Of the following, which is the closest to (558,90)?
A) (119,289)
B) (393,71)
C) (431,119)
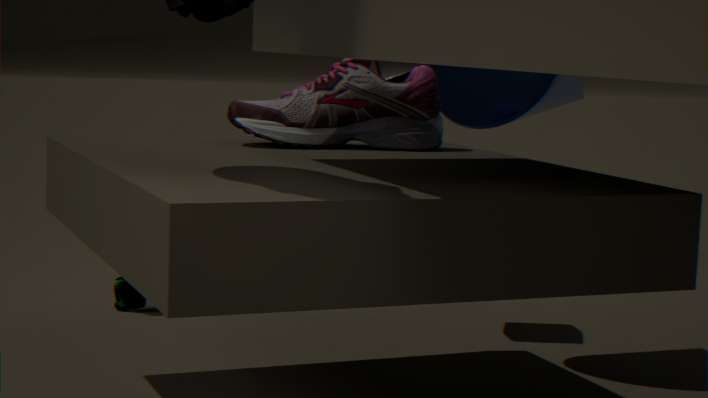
(393,71)
